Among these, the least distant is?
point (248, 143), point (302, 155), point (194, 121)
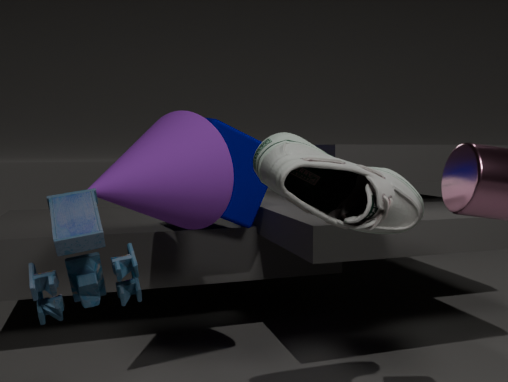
point (302, 155)
